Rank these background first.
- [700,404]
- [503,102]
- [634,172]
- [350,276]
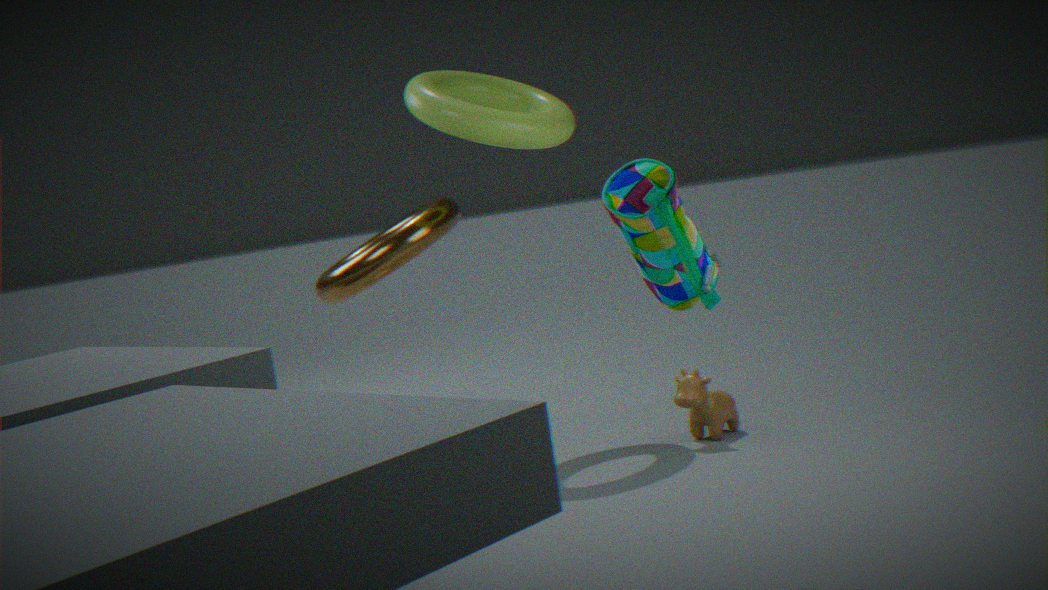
[503,102] → [350,276] → [700,404] → [634,172]
